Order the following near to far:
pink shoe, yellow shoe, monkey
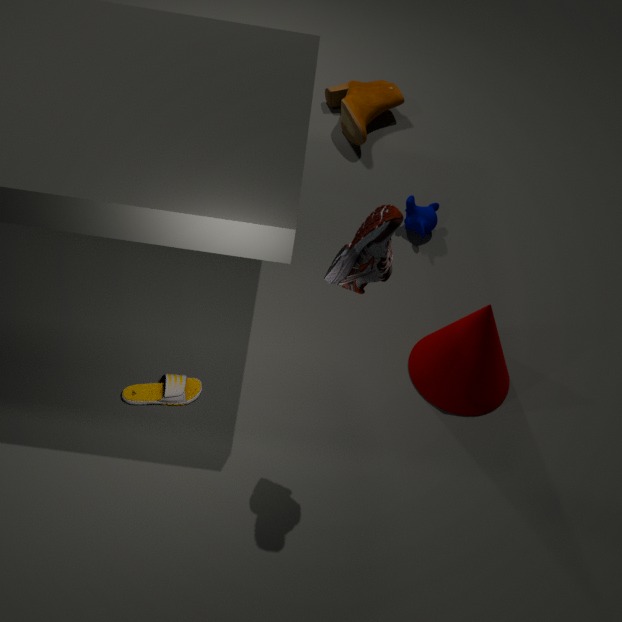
pink shoe < yellow shoe < monkey
